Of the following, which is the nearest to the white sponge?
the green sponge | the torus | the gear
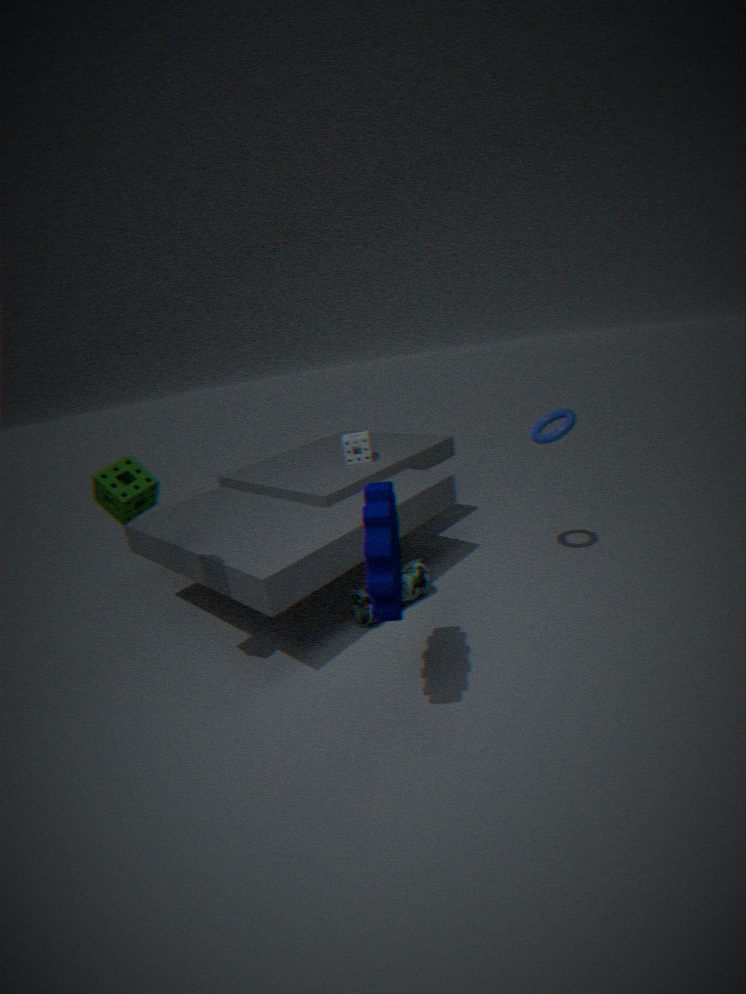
the torus
